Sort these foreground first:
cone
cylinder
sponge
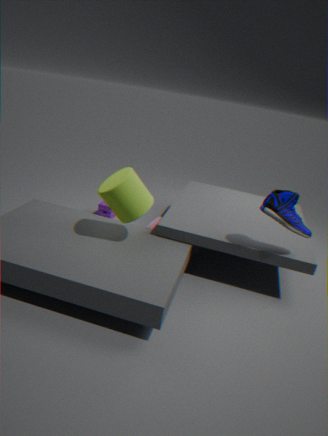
cylinder
cone
sponge
